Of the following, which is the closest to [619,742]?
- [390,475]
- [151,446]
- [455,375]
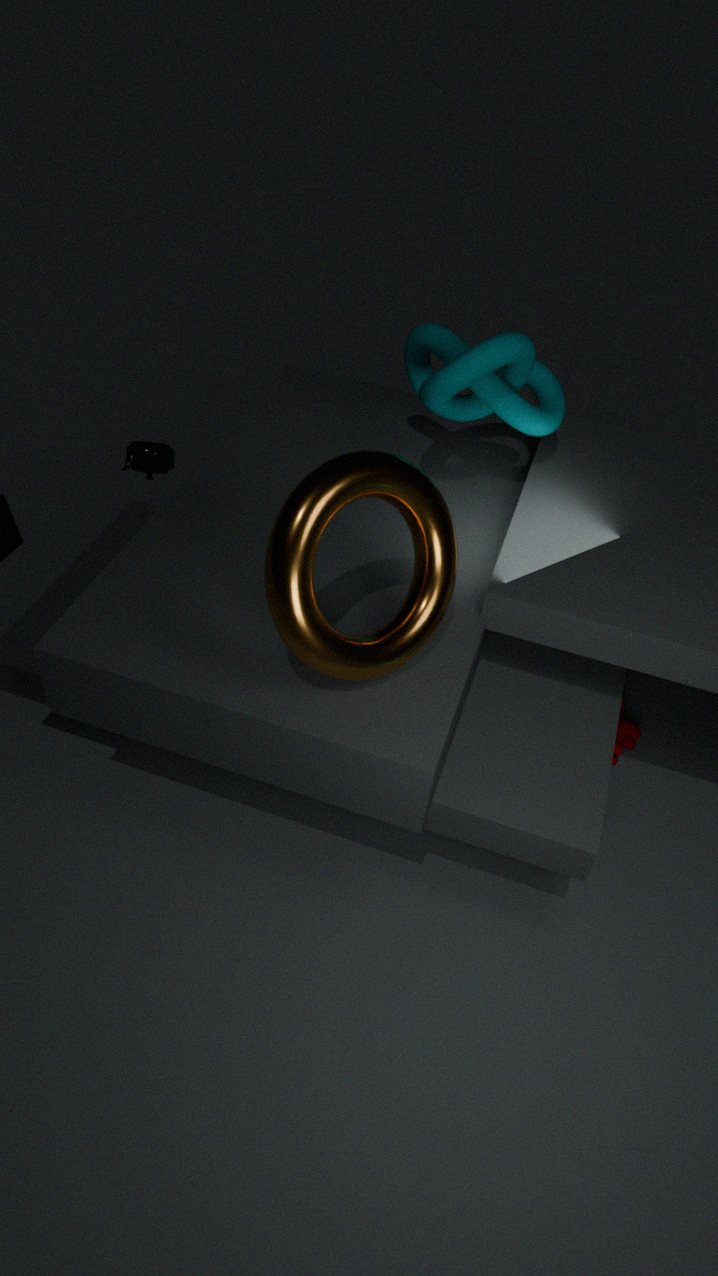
[455,375]
